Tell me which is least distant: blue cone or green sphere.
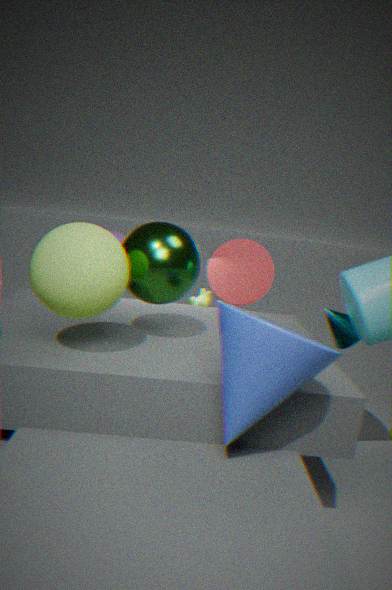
blue cone
